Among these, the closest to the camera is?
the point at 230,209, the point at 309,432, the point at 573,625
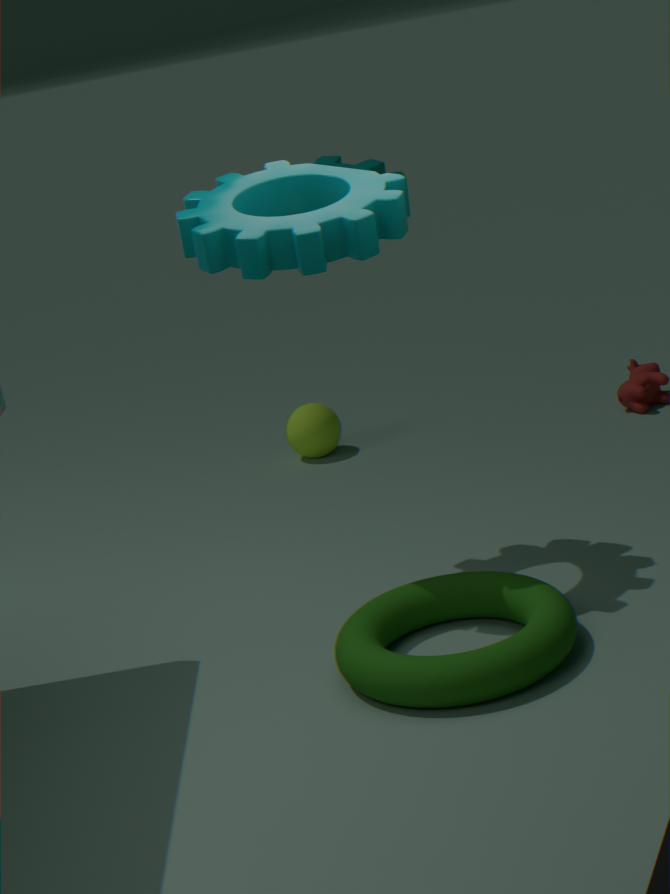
the point at 573,625
